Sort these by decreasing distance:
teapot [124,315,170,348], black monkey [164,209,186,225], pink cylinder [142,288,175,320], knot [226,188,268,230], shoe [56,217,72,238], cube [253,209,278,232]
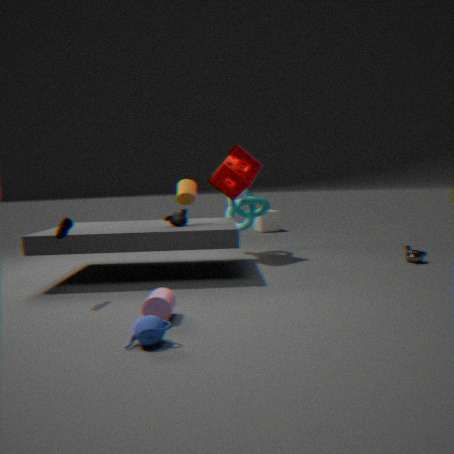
cube [253,209,278,232] < knot [226,188,268,230] < black monkey [164,209,186,225] < shoe [56,217,72,238] < pink cylinder [142,288,175,320] < teapot [124,315,170,348]
